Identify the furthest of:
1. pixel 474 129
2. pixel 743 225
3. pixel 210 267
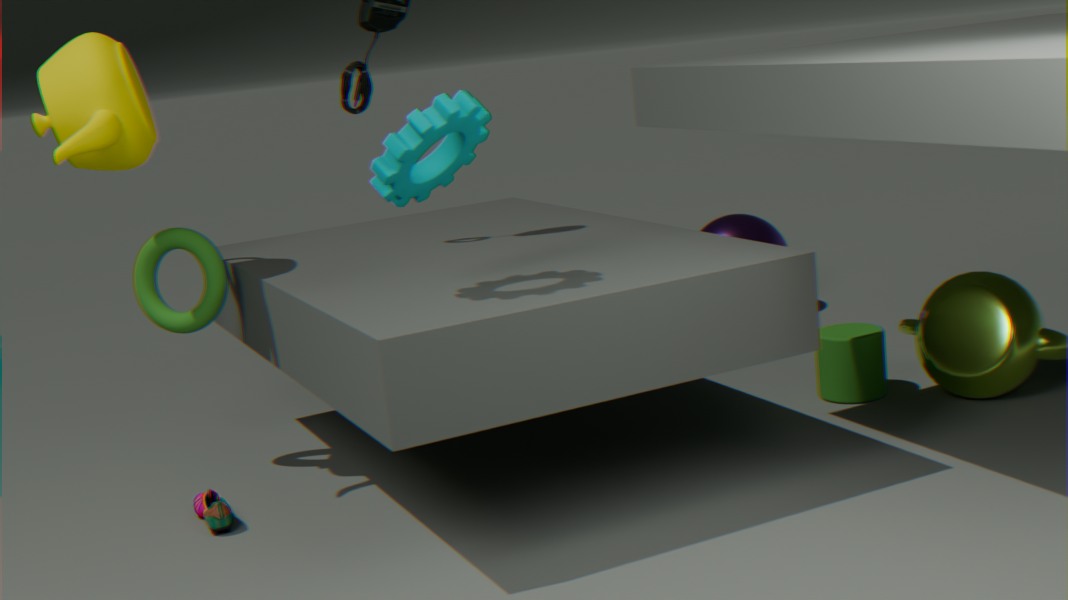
pixel 743 225
